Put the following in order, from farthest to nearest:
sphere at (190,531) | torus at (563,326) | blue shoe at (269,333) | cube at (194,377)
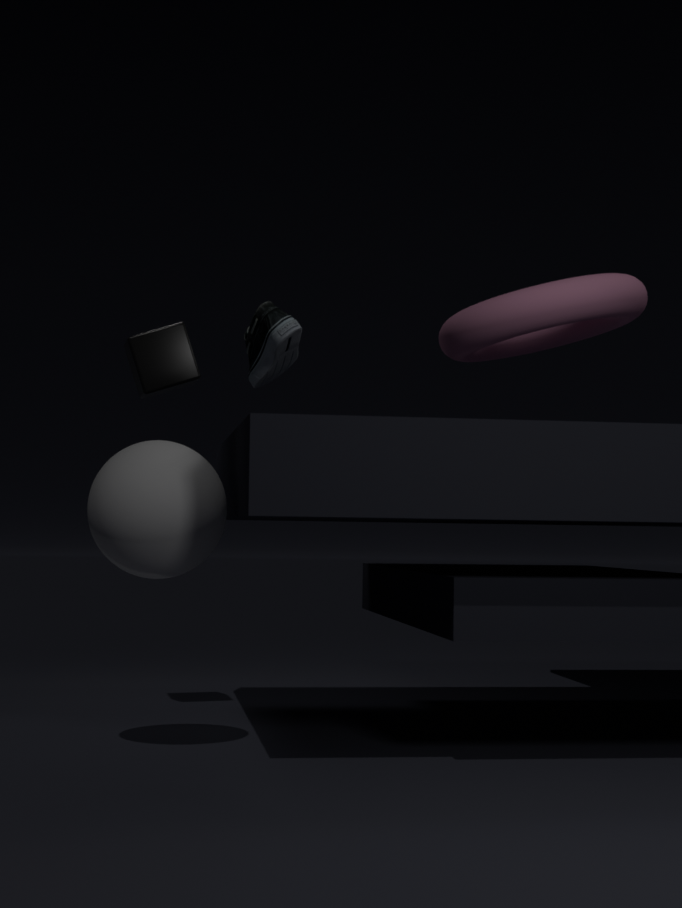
cube at (194,377) < blue shoe at (269,333) < sphere at (190,531) < torus at (563,326)
